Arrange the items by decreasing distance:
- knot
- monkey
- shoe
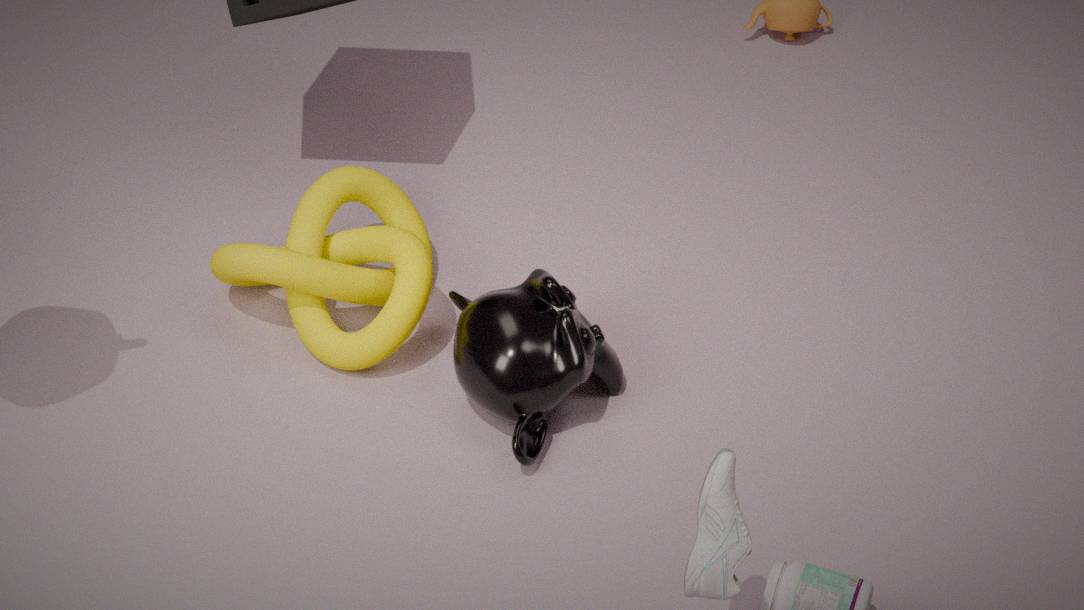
knot, monkey, shoe
